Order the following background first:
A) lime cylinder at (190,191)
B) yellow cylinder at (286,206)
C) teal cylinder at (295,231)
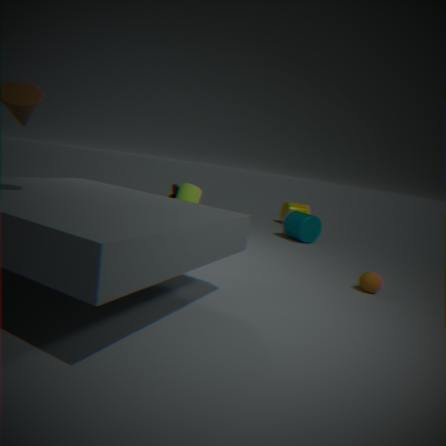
yellow cylinder at (286,206), teal cylinder at (295,231), lime cylinder at (190,191)
